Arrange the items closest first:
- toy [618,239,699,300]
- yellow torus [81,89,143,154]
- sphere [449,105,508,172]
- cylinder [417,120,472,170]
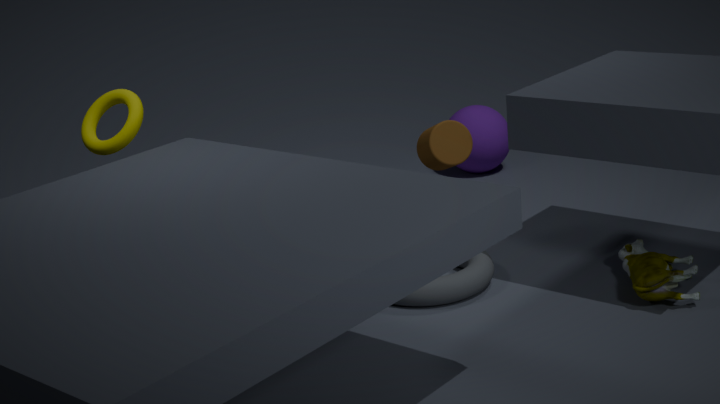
toy [618,239,699,300] → yellow torus [81,89,143,154] → cylinder [417,120,472,170] → sphere [449,105,508,172]
